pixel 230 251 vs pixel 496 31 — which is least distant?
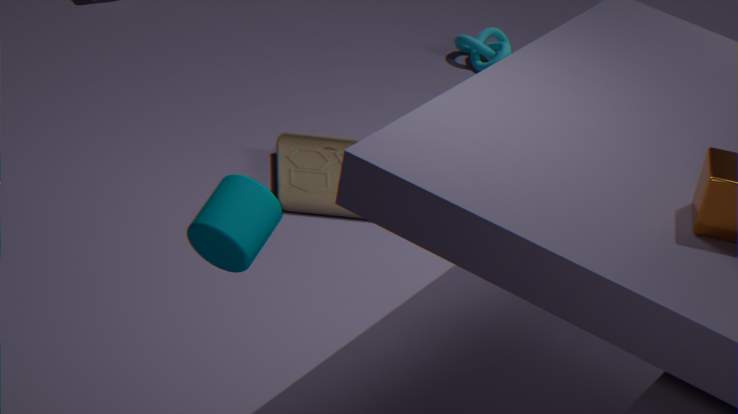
pixel 230 251
